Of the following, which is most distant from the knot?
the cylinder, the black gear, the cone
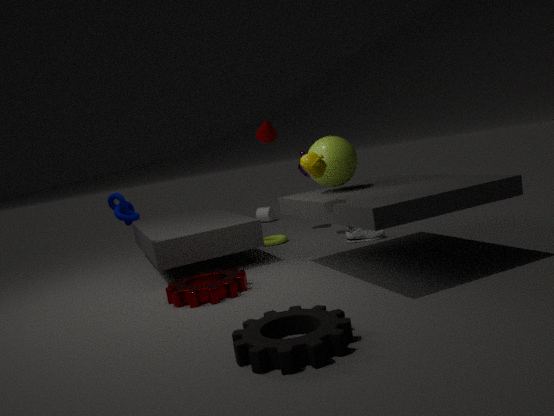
the cylinder
